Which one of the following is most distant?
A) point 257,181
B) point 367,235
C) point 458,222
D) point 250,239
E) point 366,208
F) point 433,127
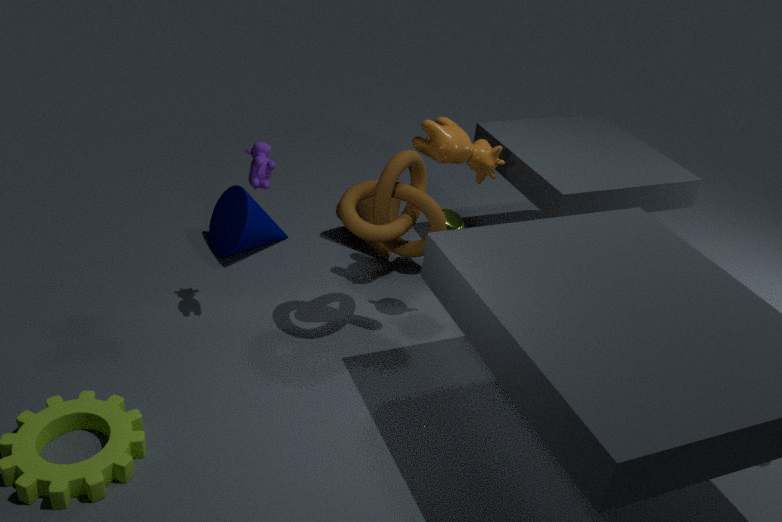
point 366,208
